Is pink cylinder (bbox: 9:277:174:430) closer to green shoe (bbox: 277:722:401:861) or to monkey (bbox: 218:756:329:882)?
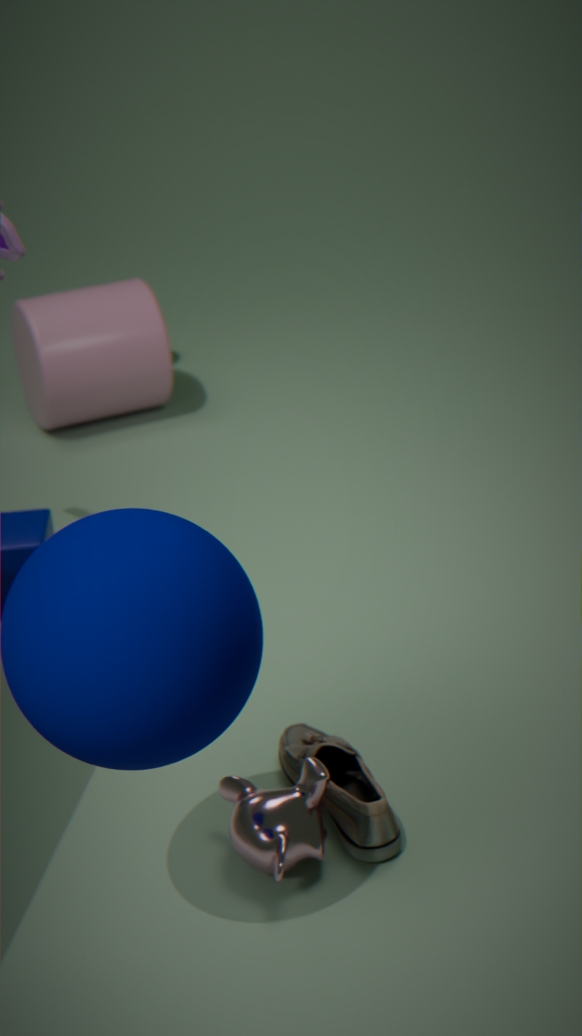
green shoe (bbox: 277:722:401:861)
